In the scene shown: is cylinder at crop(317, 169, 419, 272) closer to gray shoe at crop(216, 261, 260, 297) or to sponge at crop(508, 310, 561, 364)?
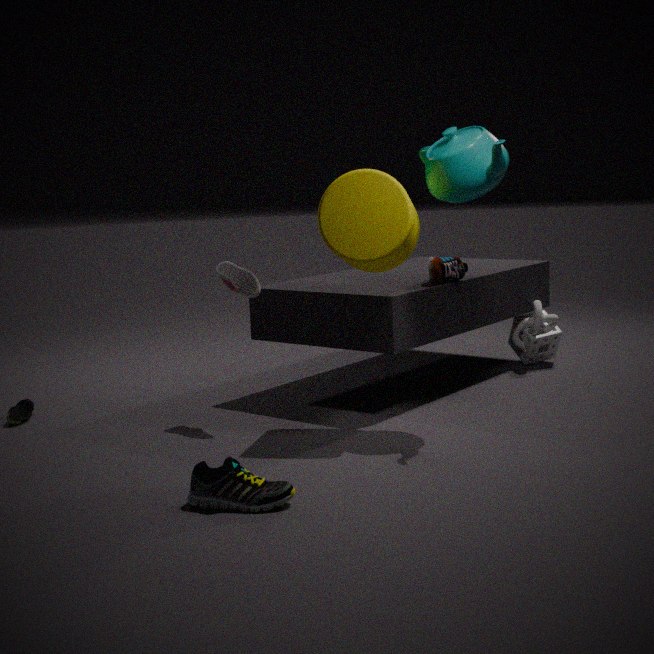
gray shoe at crop(216, 261, 260, 297)
